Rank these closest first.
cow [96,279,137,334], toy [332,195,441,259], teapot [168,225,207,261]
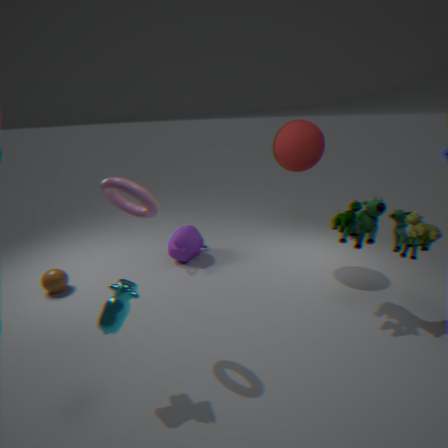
1. cow [96,279,137,334]
2. toy [332,195,441,259]
3. teapot [168,225,207,261]
